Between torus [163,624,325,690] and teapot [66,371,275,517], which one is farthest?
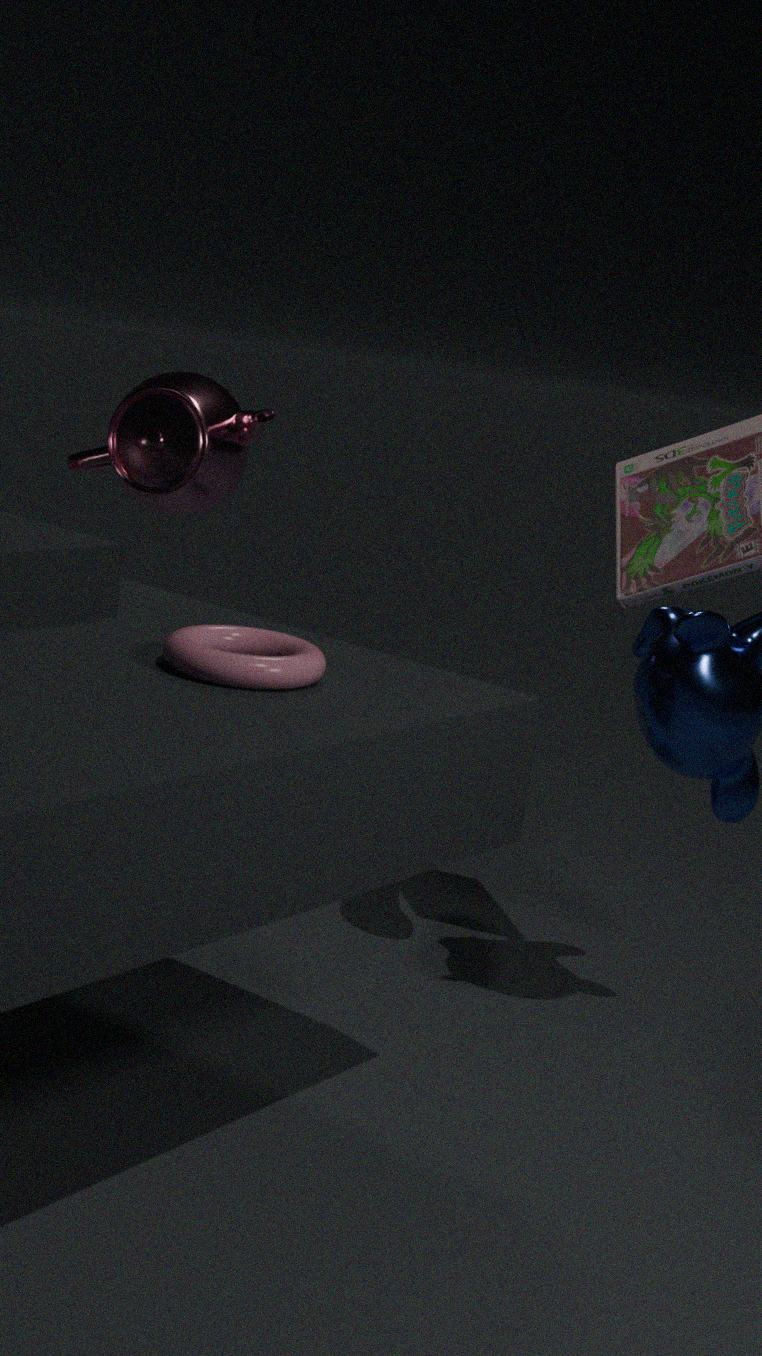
teapot [66,371,275,517]
